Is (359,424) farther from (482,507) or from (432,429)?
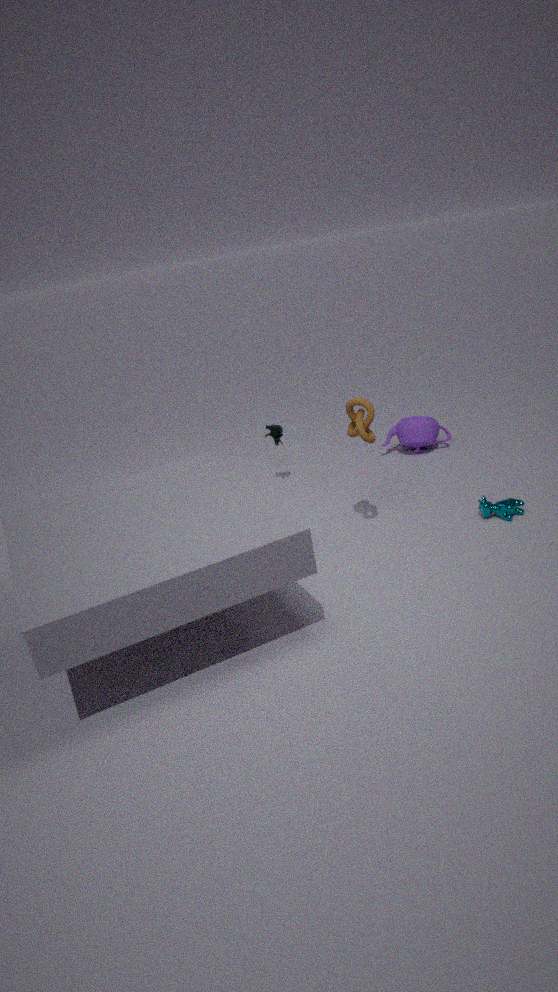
(432,429)
